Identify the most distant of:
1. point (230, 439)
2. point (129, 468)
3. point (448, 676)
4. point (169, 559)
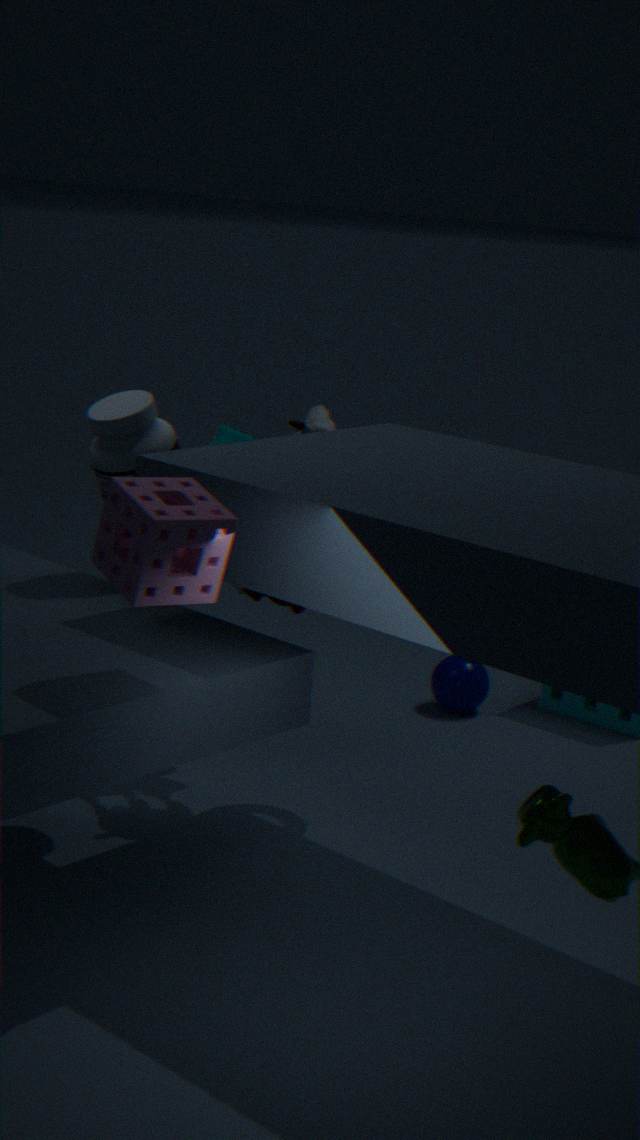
point (448, 676)
